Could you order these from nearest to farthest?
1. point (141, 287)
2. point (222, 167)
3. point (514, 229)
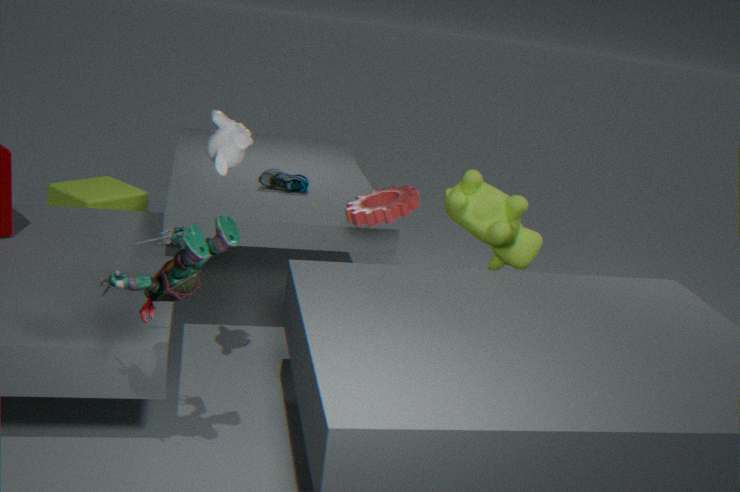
point (141, 287) < point (222, 167) < point (514, 229)
